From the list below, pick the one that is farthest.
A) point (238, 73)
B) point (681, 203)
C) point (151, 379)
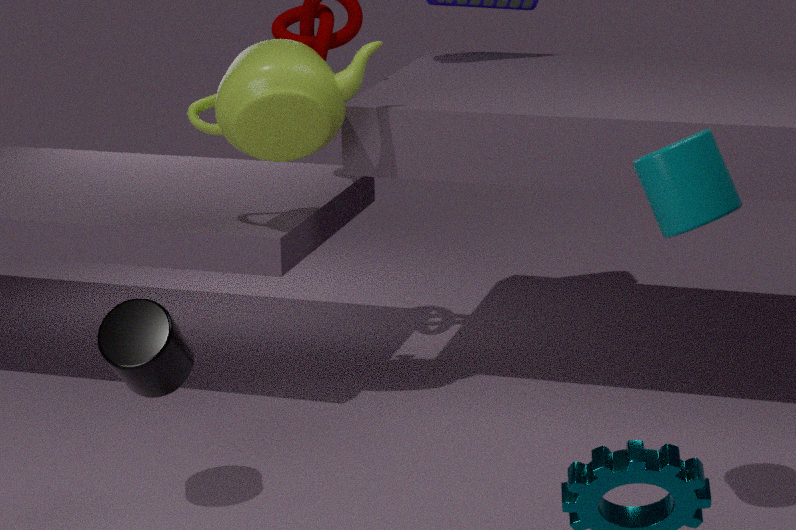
point (238, 73)
